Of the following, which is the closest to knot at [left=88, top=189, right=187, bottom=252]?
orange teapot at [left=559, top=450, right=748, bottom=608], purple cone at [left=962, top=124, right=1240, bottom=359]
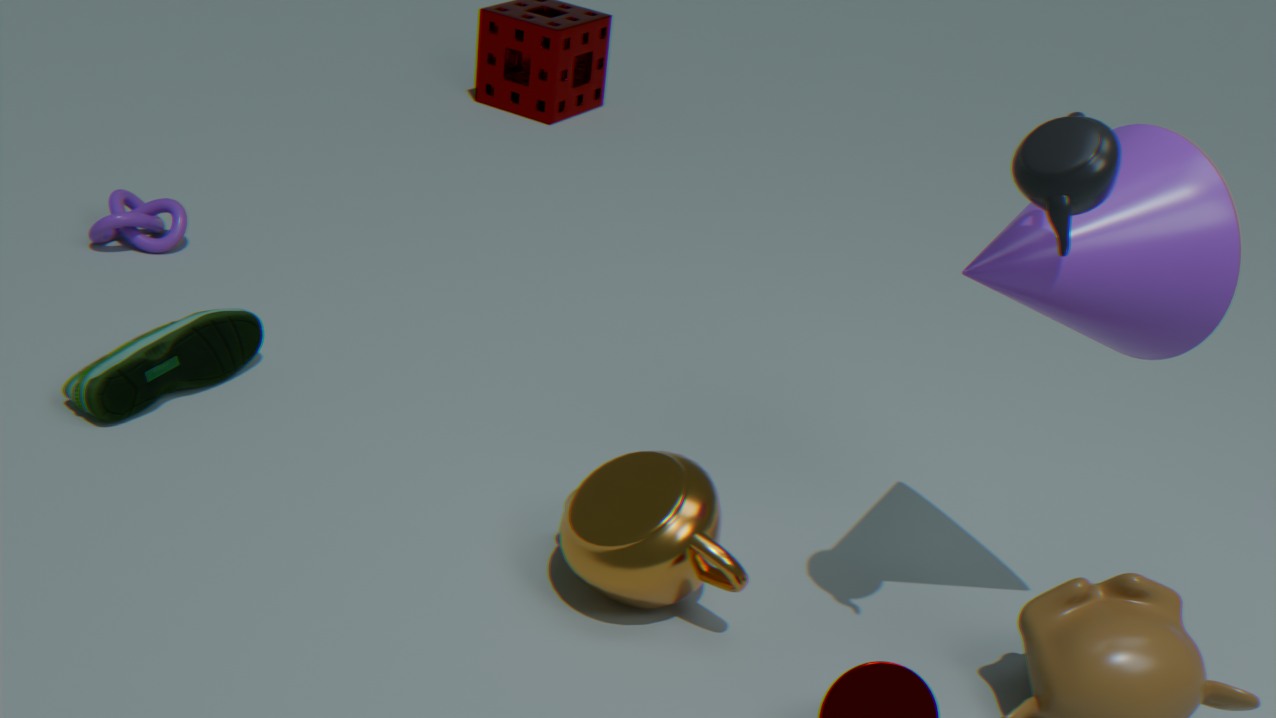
orange teapot at [left=559, top=450, right=748, bottom=608]
